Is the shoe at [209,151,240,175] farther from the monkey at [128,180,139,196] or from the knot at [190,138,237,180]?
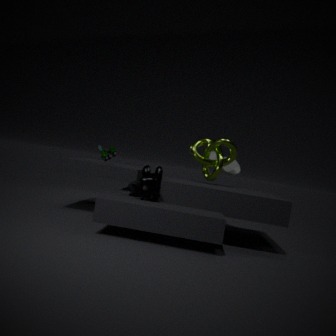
the monkey at [128,180,139,196]
